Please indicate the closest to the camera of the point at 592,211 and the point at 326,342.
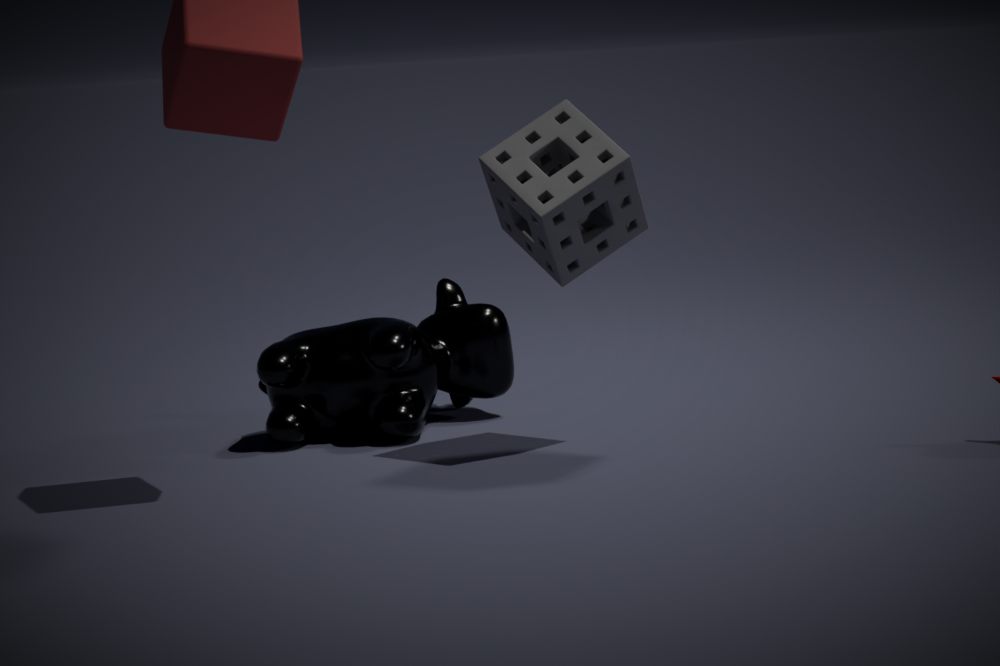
the point at 592,211
